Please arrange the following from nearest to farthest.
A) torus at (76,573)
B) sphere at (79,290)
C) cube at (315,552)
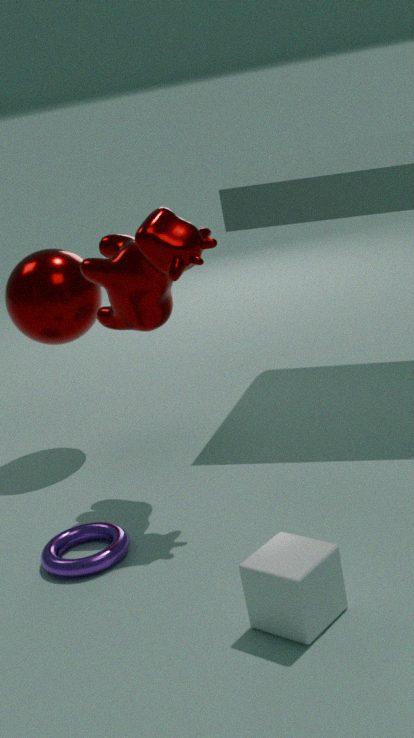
cube at (315,552) → torus at (76,573) → sphere at (79,290)
